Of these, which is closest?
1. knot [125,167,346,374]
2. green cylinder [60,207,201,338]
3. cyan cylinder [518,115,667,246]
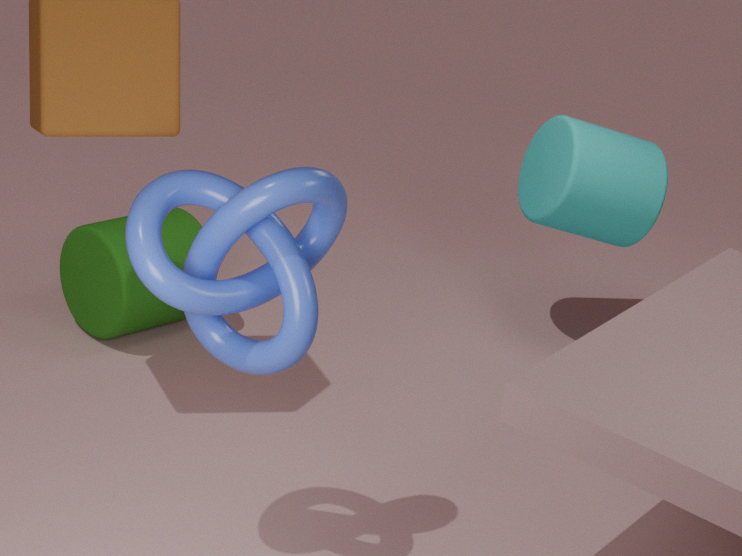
knot [125,167,346,374]
